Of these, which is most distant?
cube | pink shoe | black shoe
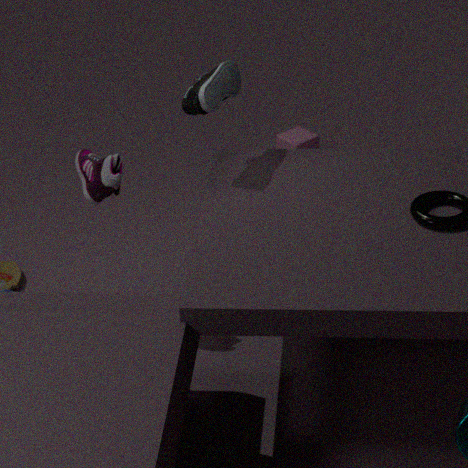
cube
